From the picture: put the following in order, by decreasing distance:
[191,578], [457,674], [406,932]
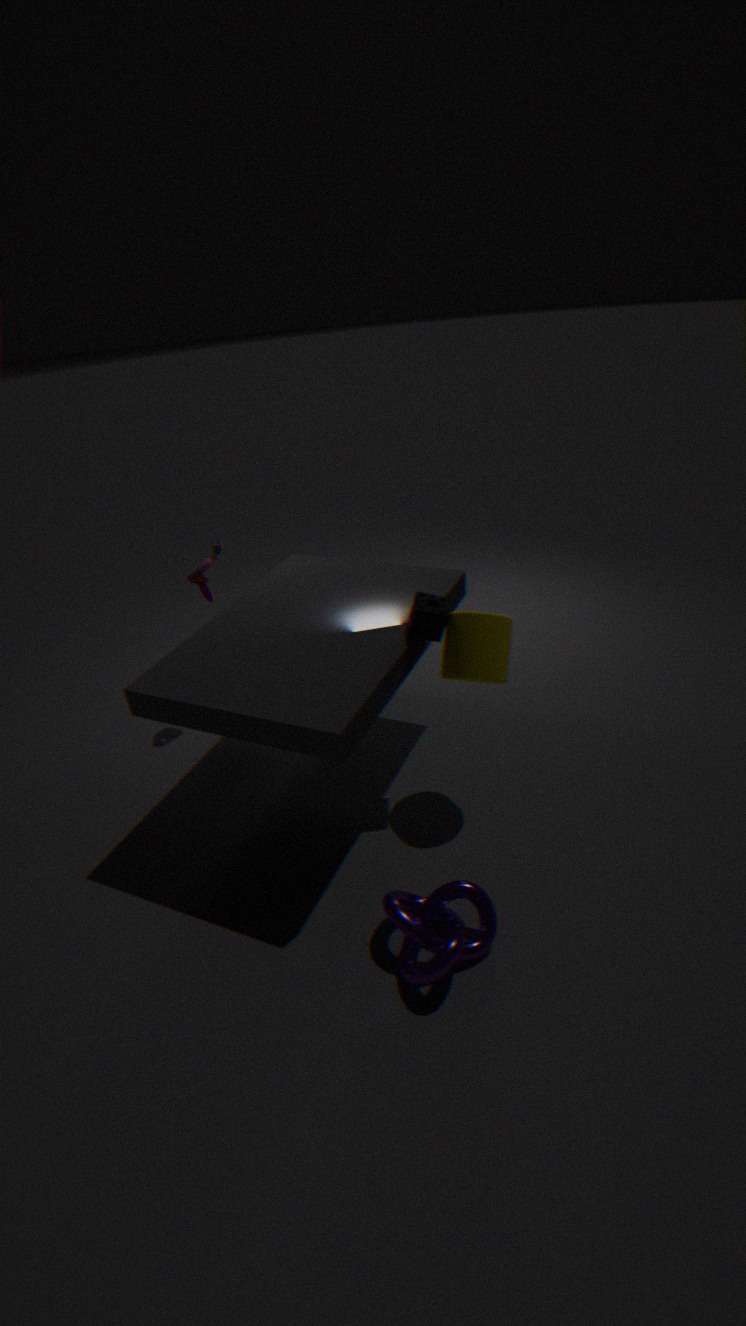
[191,578], [457,674], [406,932]
